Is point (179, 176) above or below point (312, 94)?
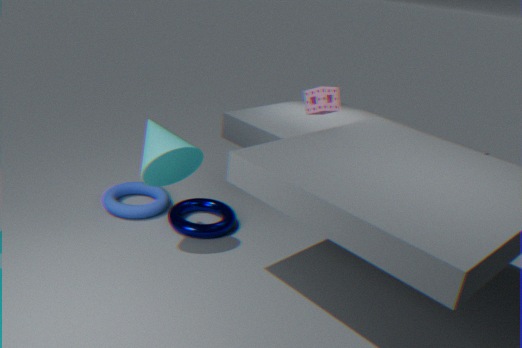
below
